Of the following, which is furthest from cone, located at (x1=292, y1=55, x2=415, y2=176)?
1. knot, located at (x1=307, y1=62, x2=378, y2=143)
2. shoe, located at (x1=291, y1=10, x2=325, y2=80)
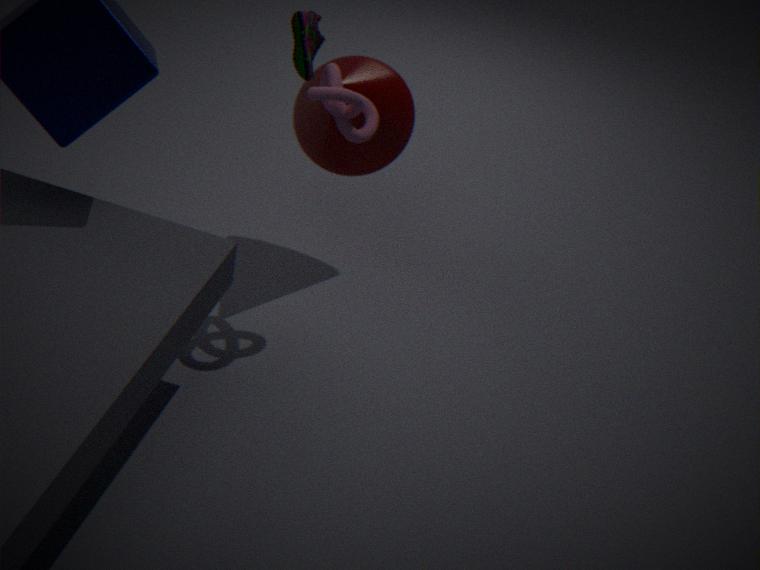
shoe, located at (x1=291, y1=10, x2=325, y2=80)
